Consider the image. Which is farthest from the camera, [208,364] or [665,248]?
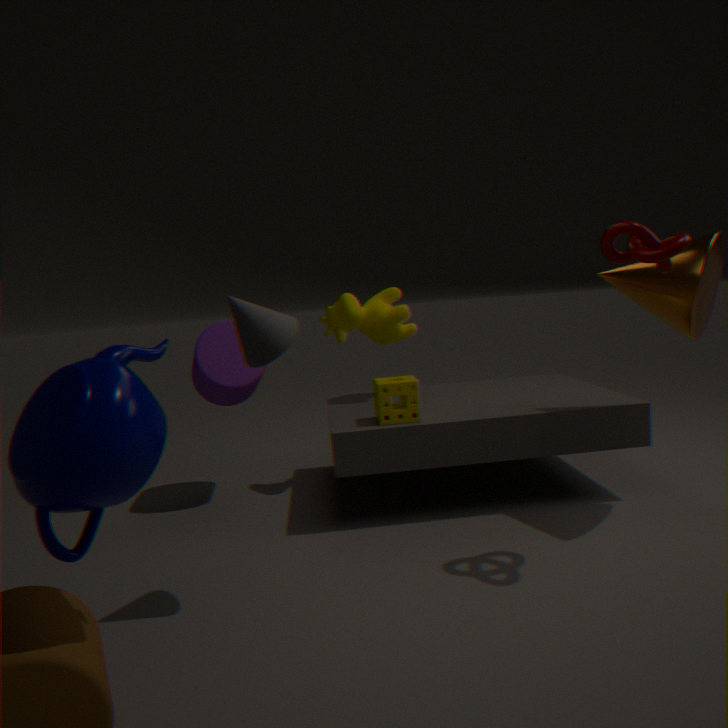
[208,364]
